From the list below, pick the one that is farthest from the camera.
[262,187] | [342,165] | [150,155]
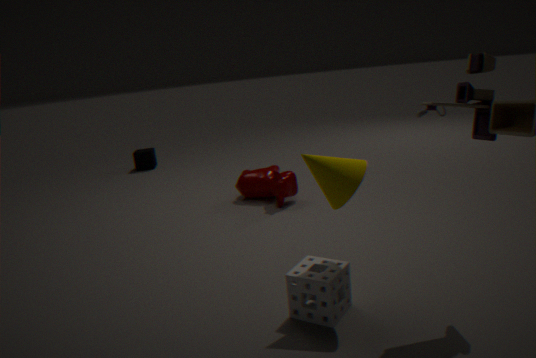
[150,155]
